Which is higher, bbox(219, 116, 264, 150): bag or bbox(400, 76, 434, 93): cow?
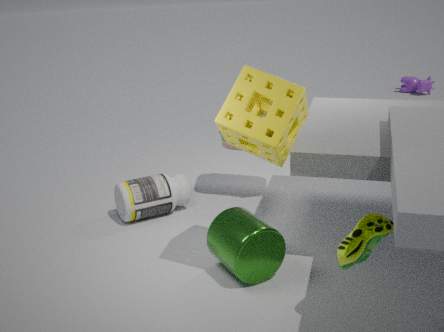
bbox(219, 116, 264, 150): bag
